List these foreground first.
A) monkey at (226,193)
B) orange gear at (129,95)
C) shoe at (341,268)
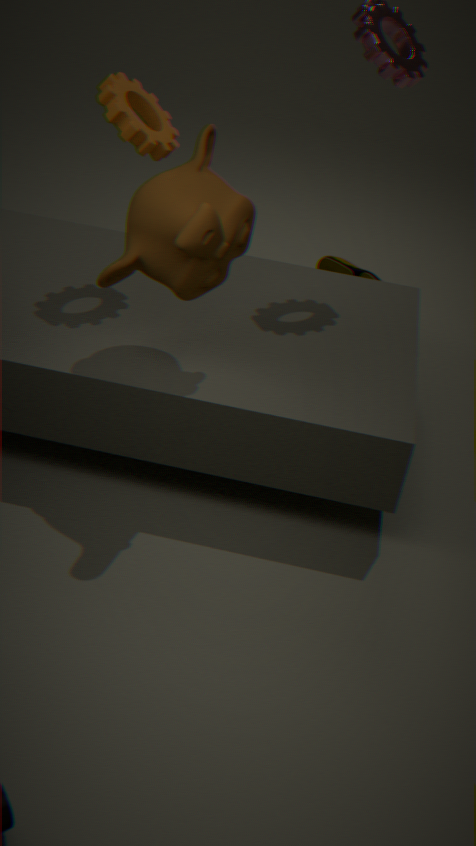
monkey at (226,193)
orange gear at (129,95)
shoe at (341,268)
